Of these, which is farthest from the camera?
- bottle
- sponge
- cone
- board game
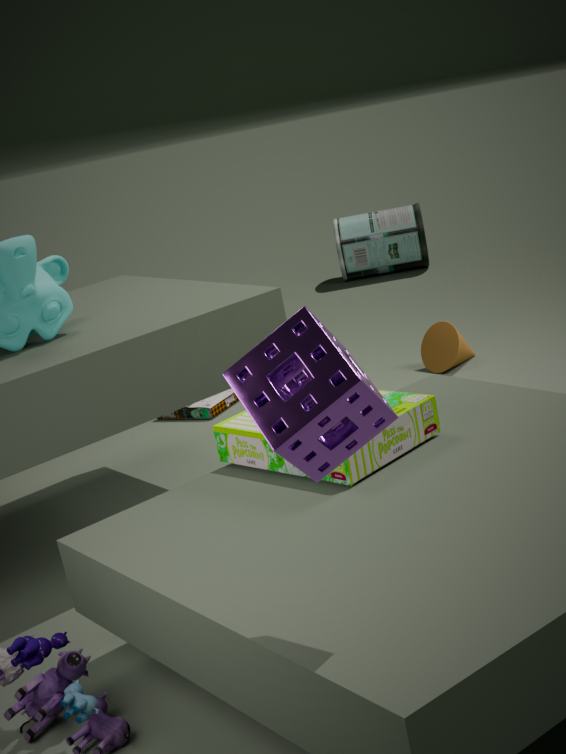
bottle
